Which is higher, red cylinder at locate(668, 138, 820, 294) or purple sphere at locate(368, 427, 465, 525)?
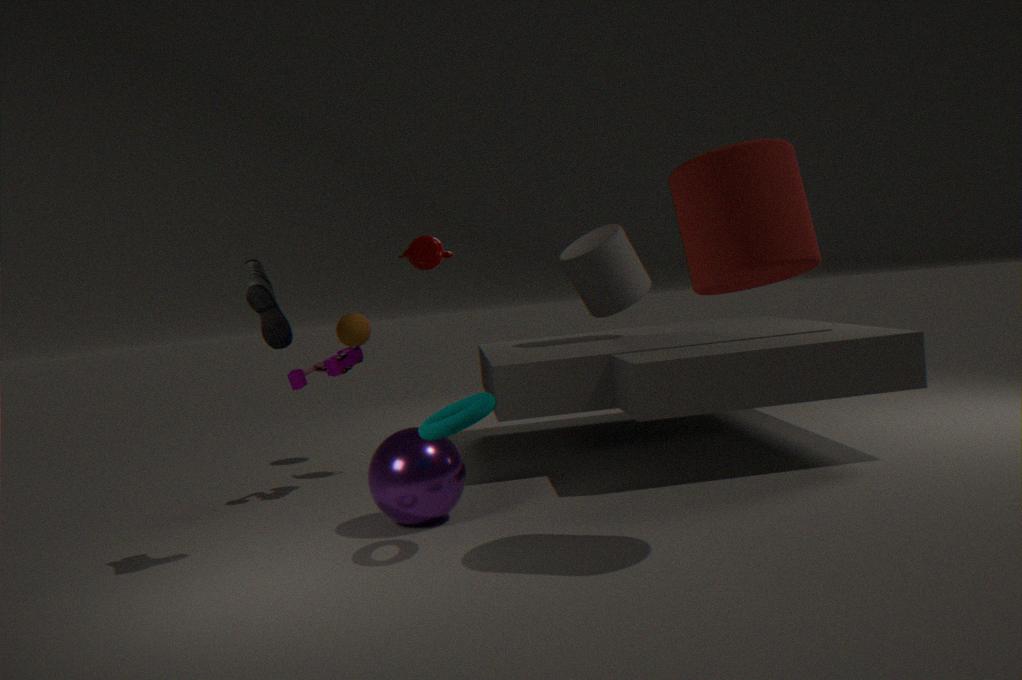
red cylinder at locate(668, 138, 820, 294)
